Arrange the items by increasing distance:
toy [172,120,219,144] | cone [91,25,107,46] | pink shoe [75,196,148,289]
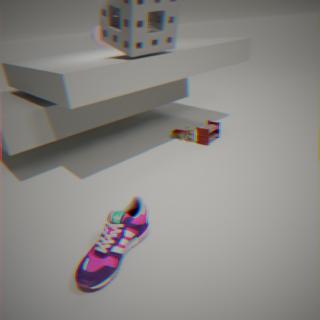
pink shoe [75,196,148,289]
toy [172,120,219,144]
cone [91,25,107,46]
